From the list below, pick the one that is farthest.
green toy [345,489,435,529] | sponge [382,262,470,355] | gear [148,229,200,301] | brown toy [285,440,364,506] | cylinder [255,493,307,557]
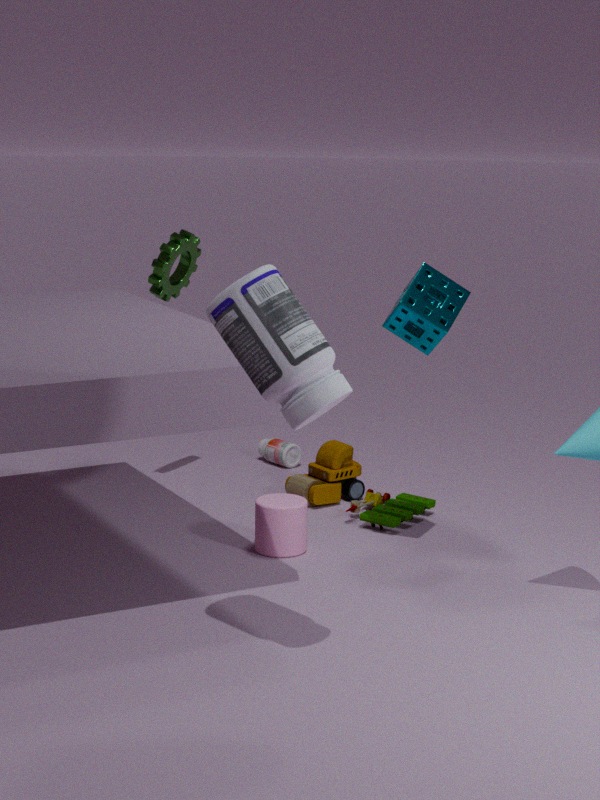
brown toy [285,440,364,506]
